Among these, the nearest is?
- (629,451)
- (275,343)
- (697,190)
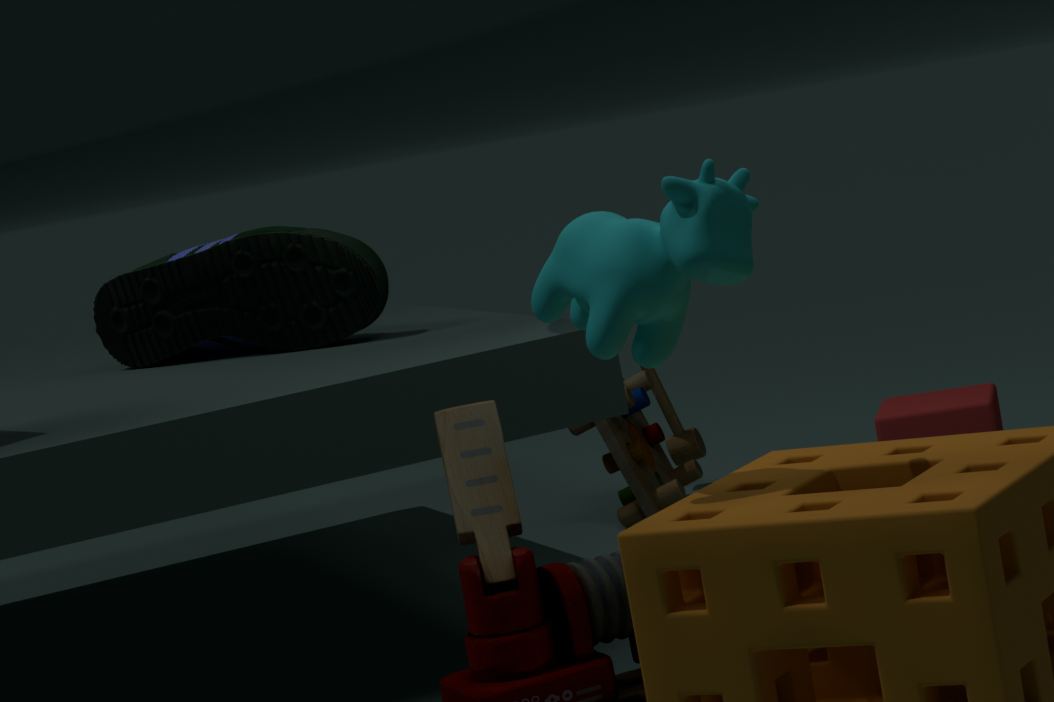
(697,190)
